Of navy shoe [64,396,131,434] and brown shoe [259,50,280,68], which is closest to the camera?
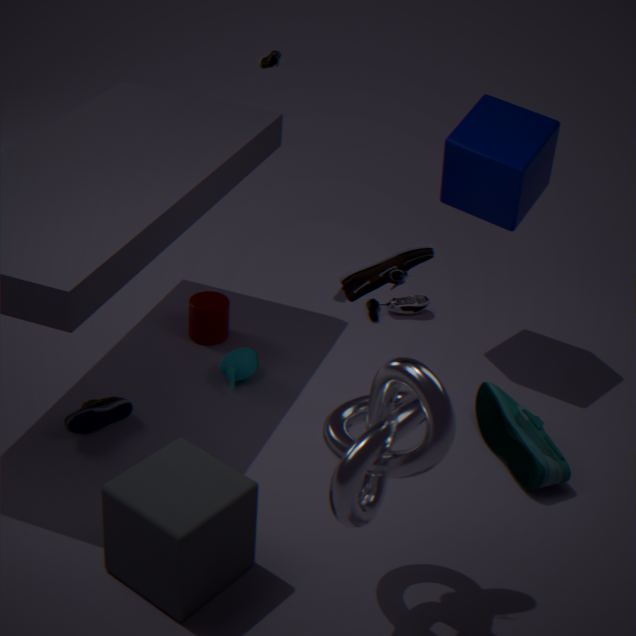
navy shoe [64,396,131,434]
